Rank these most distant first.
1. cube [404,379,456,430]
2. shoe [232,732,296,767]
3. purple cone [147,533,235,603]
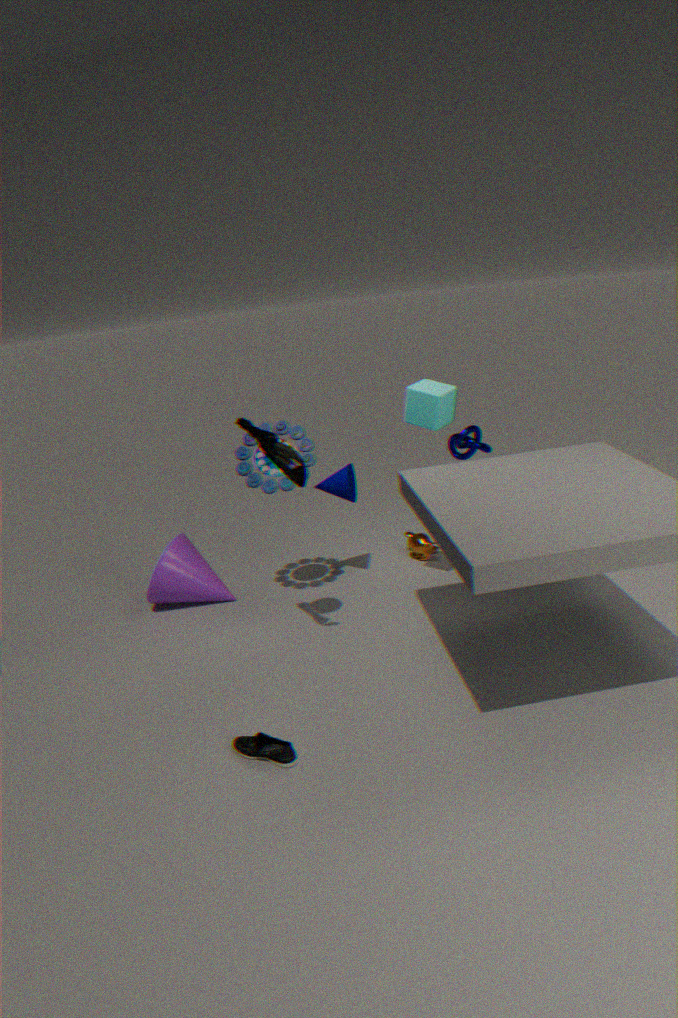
purple cone [147,533,235,603] → cube [404,379,456,430] → shoe [232,732,296,767]
